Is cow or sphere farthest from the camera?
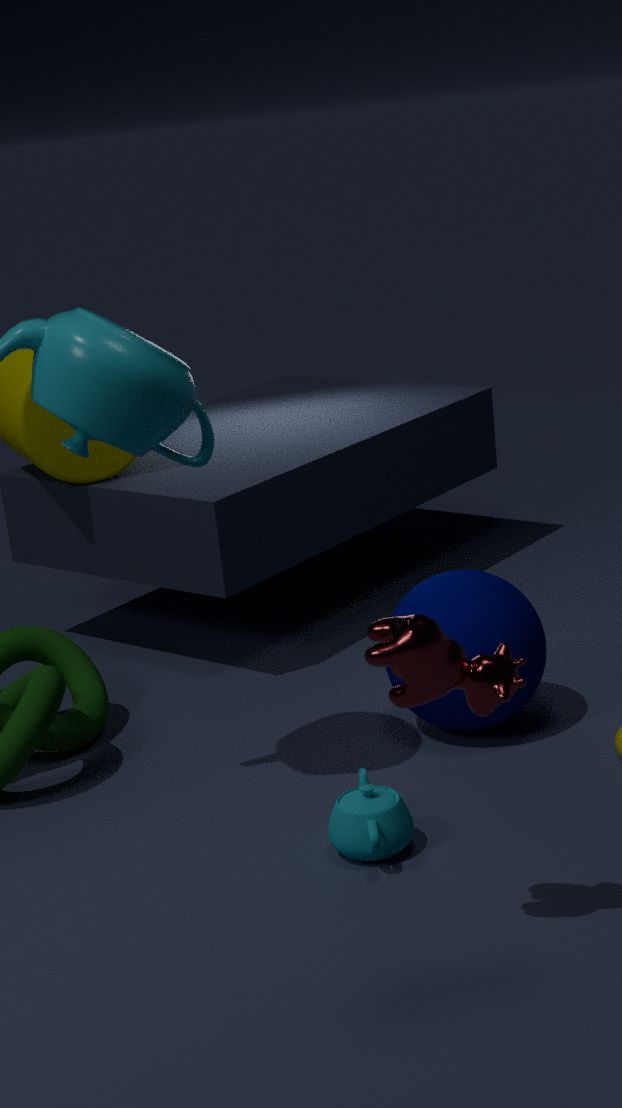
sphere
